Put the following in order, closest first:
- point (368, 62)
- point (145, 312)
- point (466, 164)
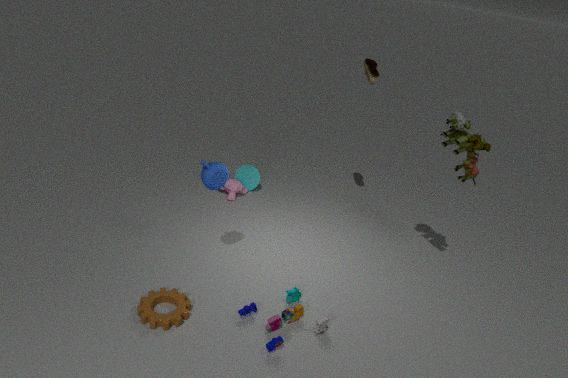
point (145, 312)
point (466, 164)
point (368, 62)
